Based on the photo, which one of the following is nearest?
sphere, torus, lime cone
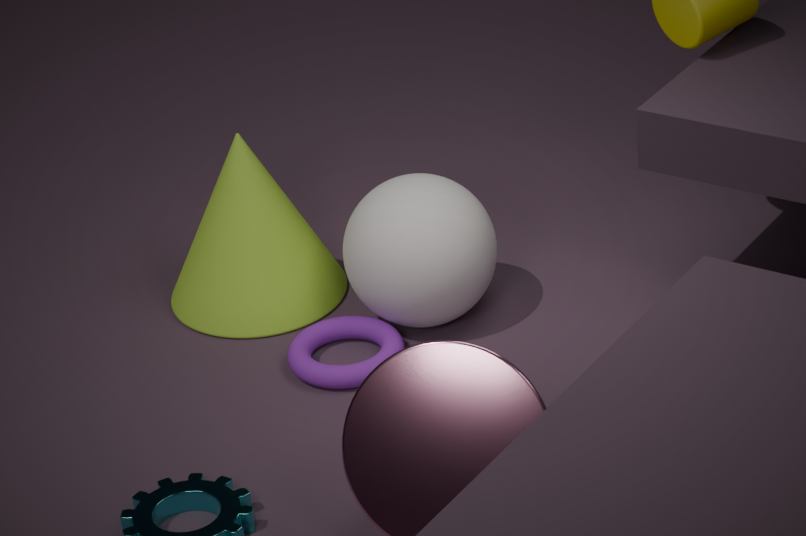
torus
